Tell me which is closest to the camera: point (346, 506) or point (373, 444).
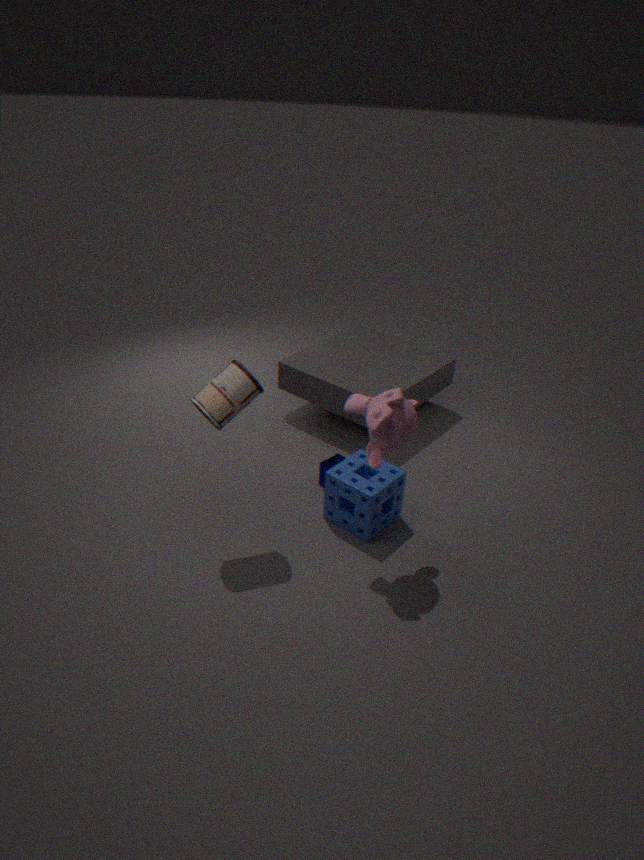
point (373, 444)
